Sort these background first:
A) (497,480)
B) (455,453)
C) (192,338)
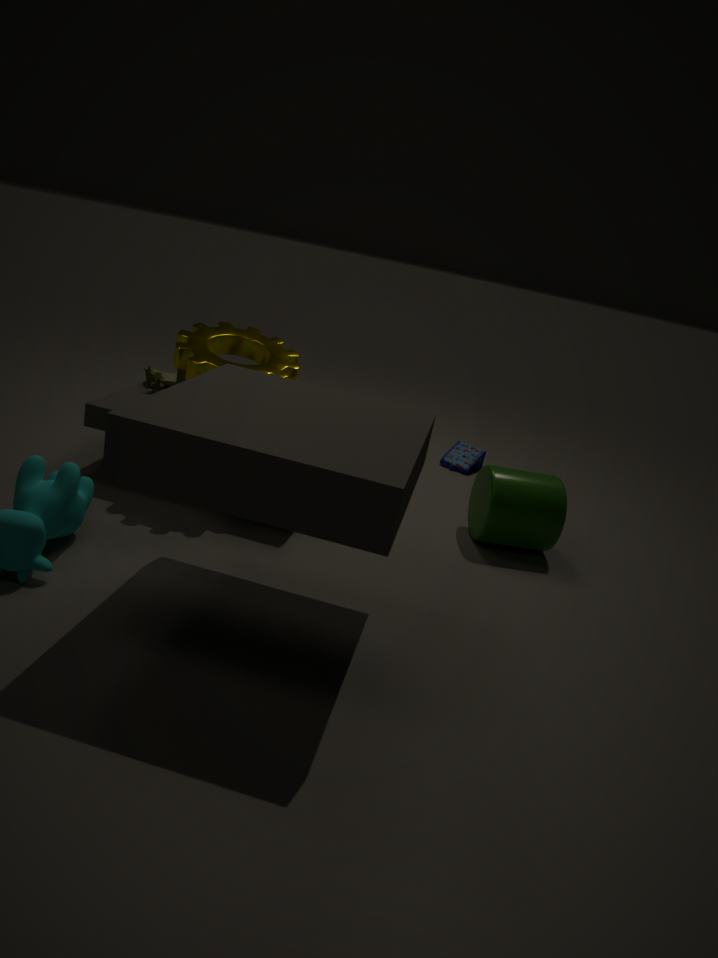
(455,453) → (497,480) → (192,338)
